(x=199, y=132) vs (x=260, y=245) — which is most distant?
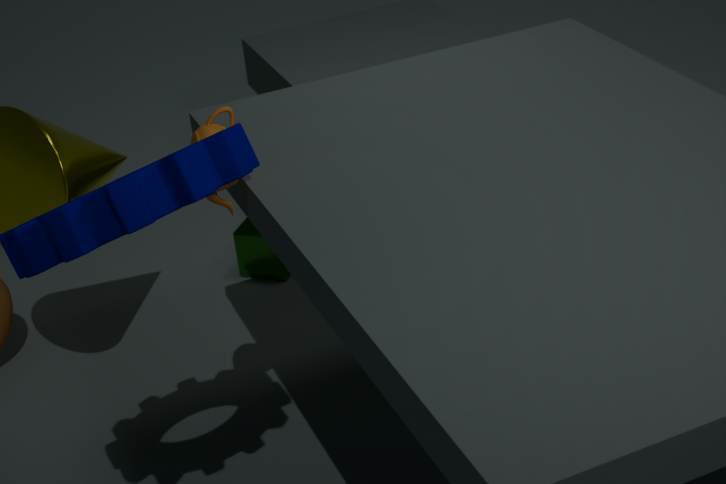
(x=260, y=245)
